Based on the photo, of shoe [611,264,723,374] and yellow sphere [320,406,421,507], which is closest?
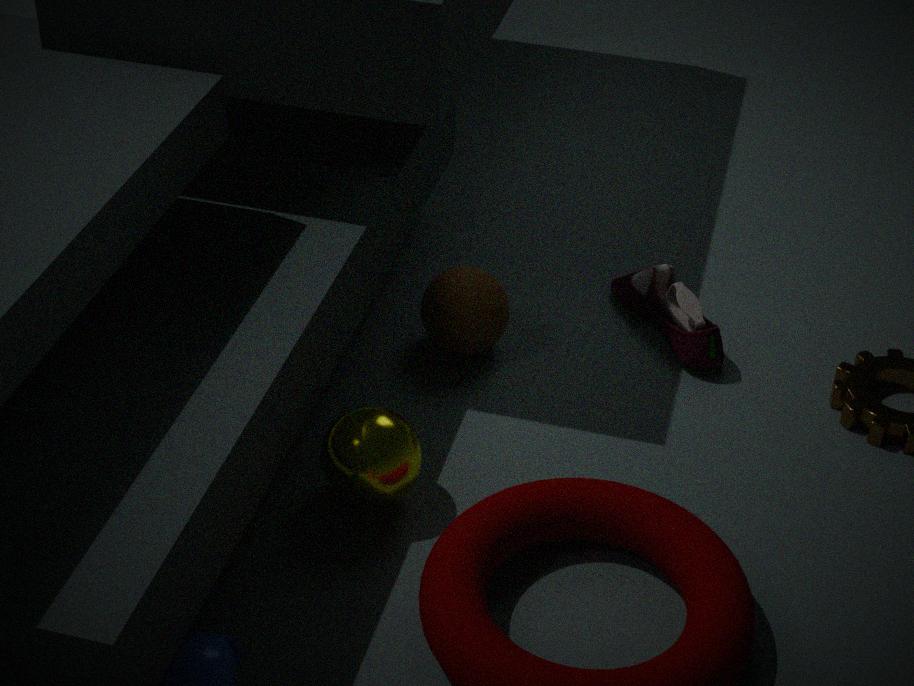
yellow sphere [320,406,421,507]
